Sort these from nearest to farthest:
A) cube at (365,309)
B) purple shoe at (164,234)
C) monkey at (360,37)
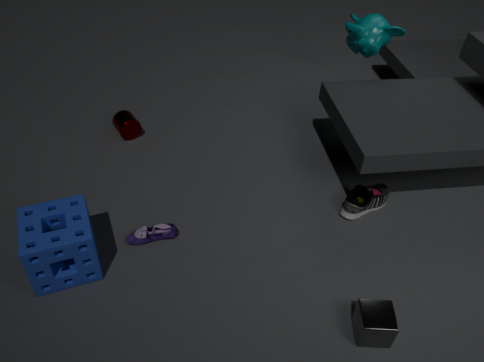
1. cube at (365,309)
2. purple shoe at (164,234)
3. monkey at (360,37)
